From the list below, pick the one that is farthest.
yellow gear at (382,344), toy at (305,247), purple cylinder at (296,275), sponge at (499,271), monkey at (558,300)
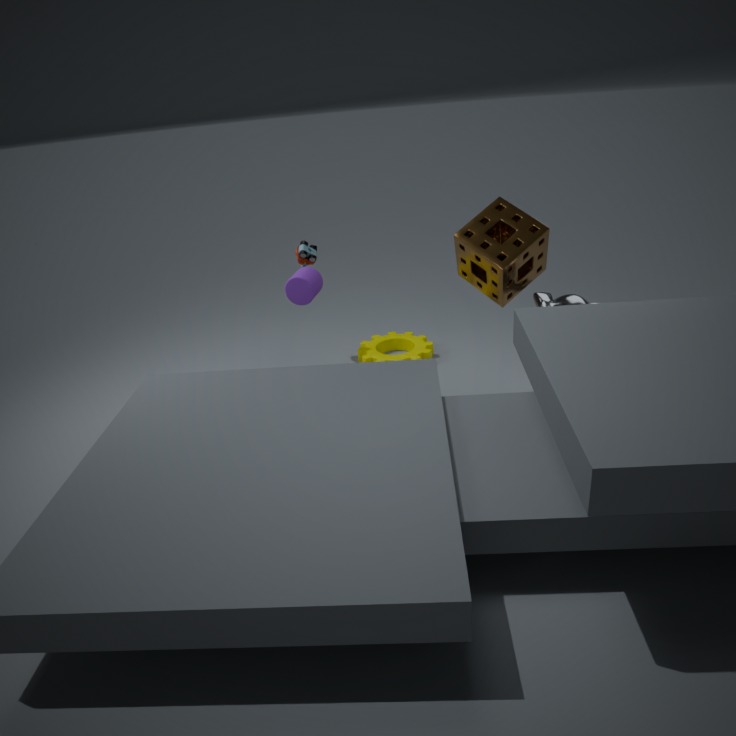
yellow gear at (382,344)
